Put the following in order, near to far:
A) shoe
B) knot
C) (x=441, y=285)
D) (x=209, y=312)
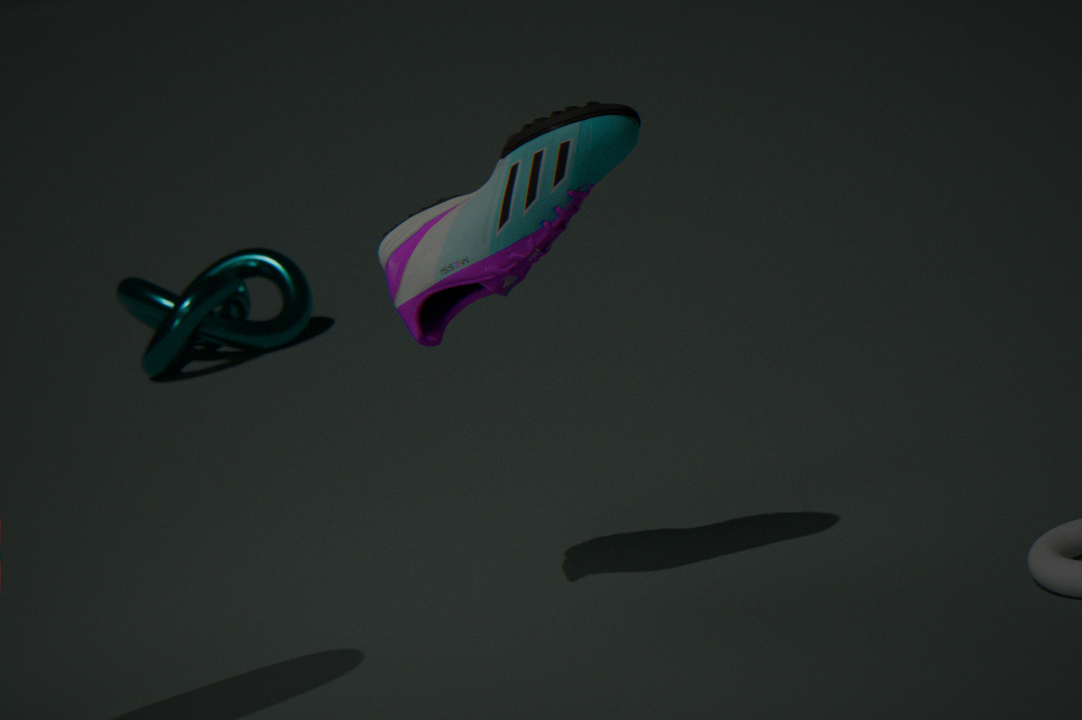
1. shoe
2. knot
3. (x=441, y=285)
4. (x=209, y=312)
